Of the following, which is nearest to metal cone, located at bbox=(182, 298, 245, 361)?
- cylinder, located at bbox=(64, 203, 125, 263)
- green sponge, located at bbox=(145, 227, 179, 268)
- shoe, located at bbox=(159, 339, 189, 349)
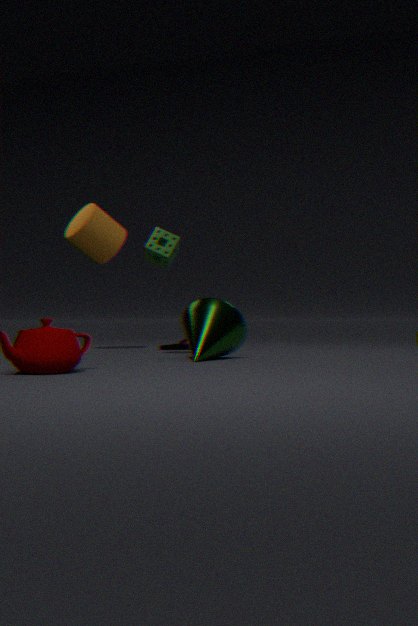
green sponge, located at bbox=(145, 227, 179, 268)
